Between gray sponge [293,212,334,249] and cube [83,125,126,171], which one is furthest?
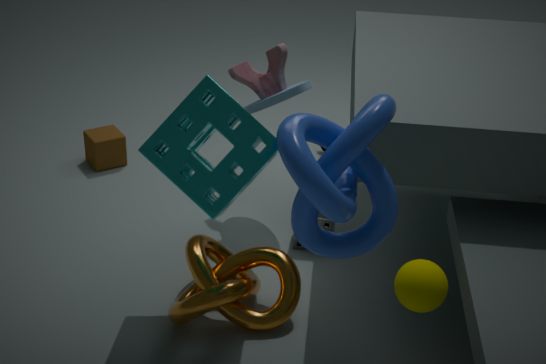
cube [83,125,126,171]
